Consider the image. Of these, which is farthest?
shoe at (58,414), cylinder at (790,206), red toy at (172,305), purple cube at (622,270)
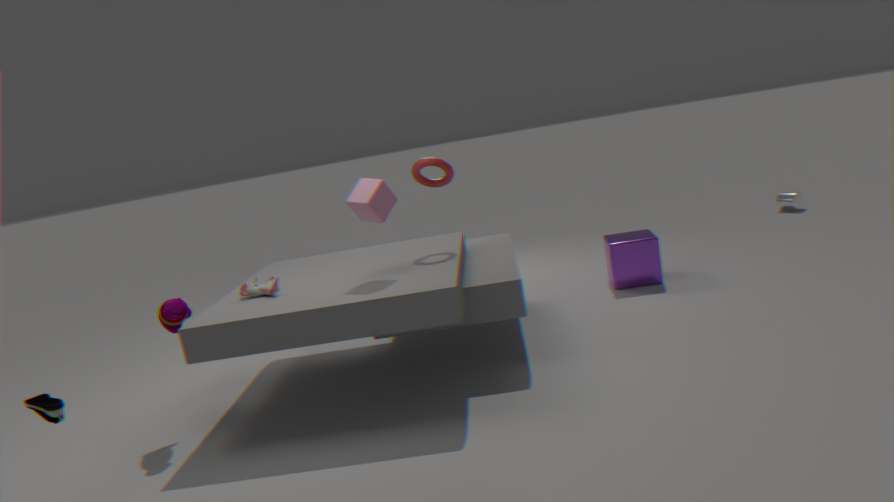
cylinder at (790,206)
